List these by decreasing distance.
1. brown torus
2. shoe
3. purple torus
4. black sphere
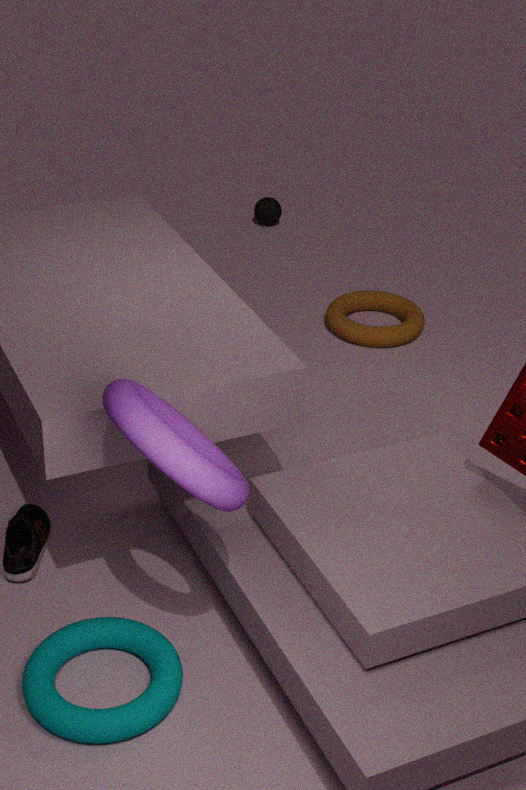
black sphere
brown torus
shoe
purple torus
